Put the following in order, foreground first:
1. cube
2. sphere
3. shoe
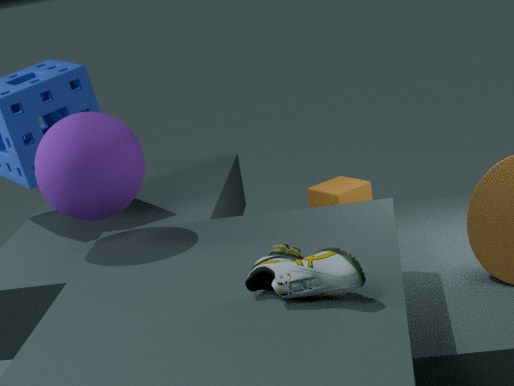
shoe, sphere, cube
